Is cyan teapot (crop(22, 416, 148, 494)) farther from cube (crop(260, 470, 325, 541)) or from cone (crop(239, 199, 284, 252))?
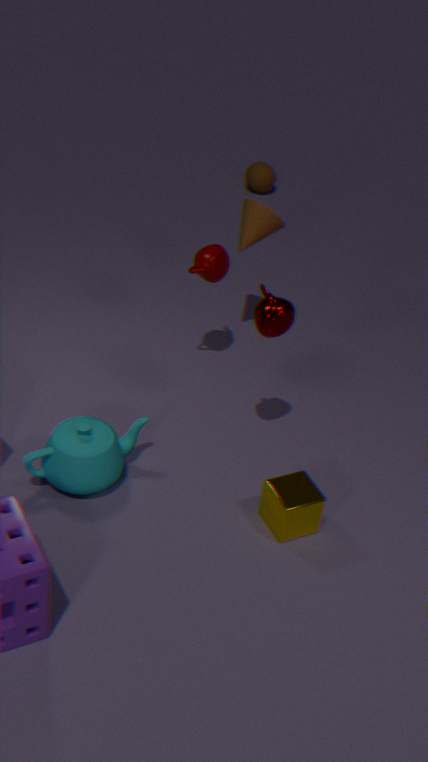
cone (crop(239, 199, 284, 252))
